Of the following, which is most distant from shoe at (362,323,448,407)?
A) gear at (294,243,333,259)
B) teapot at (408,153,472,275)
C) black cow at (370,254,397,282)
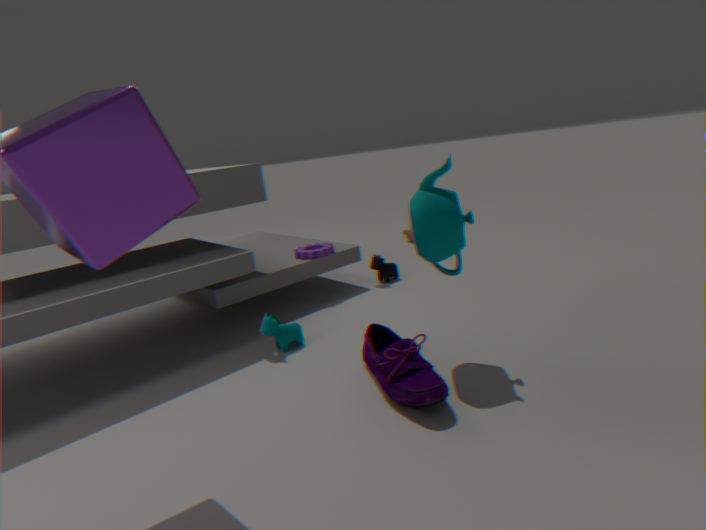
black cow at (370,254,397,282)
